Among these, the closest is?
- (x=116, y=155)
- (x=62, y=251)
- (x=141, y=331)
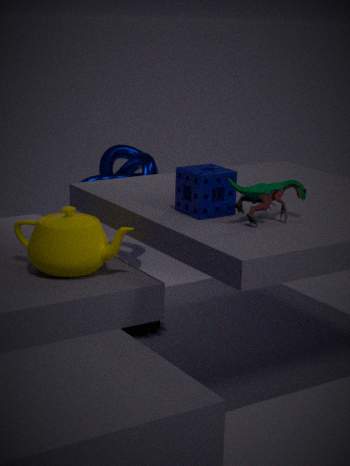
(x=62, y=251)
